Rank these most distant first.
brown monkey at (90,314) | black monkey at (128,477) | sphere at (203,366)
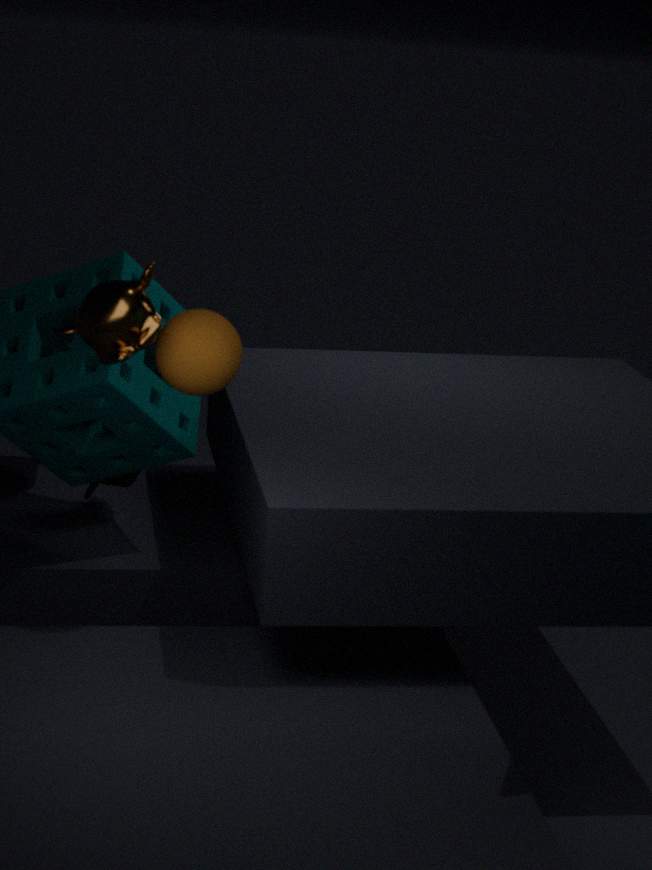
1. black monkey at (128,477)
2. sphere at (203,366)
3. brown monkey at (90,314)
